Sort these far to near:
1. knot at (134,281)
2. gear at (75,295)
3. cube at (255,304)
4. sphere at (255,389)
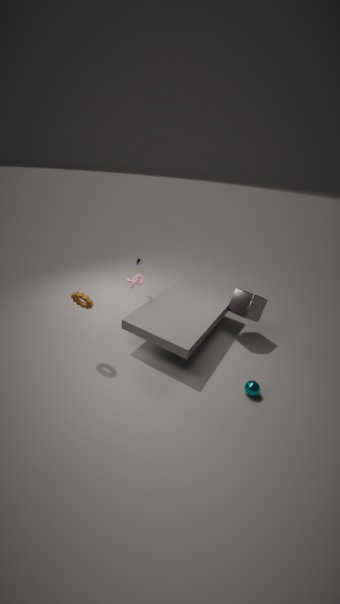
knot at (134,281) → cube at (255,304) → sphere at (255,389) → gear at (75,295)
